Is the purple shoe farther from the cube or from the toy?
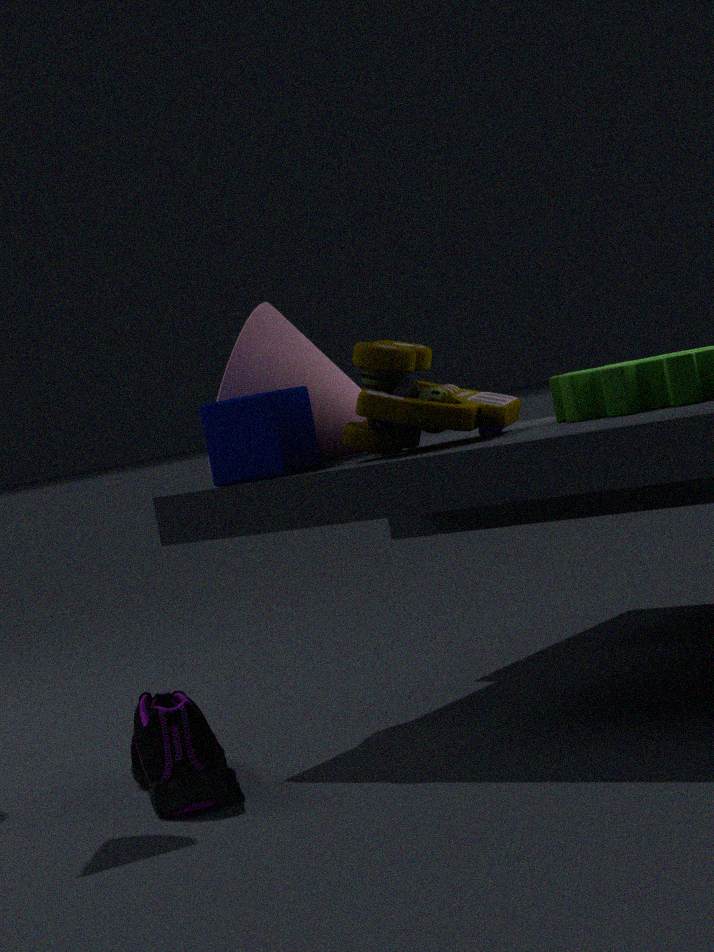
the toy
